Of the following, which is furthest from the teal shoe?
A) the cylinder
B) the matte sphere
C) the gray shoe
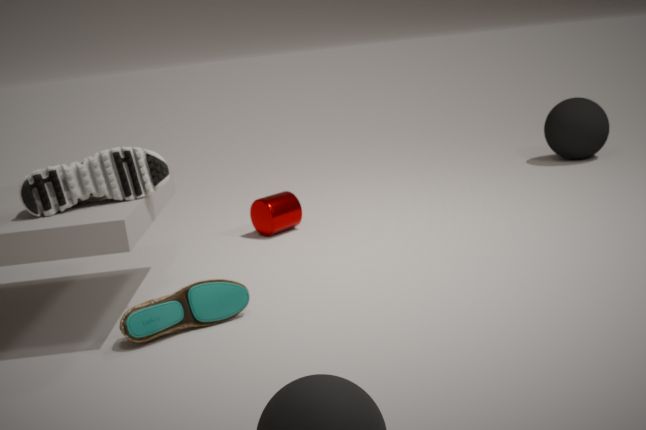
the matte sphere
